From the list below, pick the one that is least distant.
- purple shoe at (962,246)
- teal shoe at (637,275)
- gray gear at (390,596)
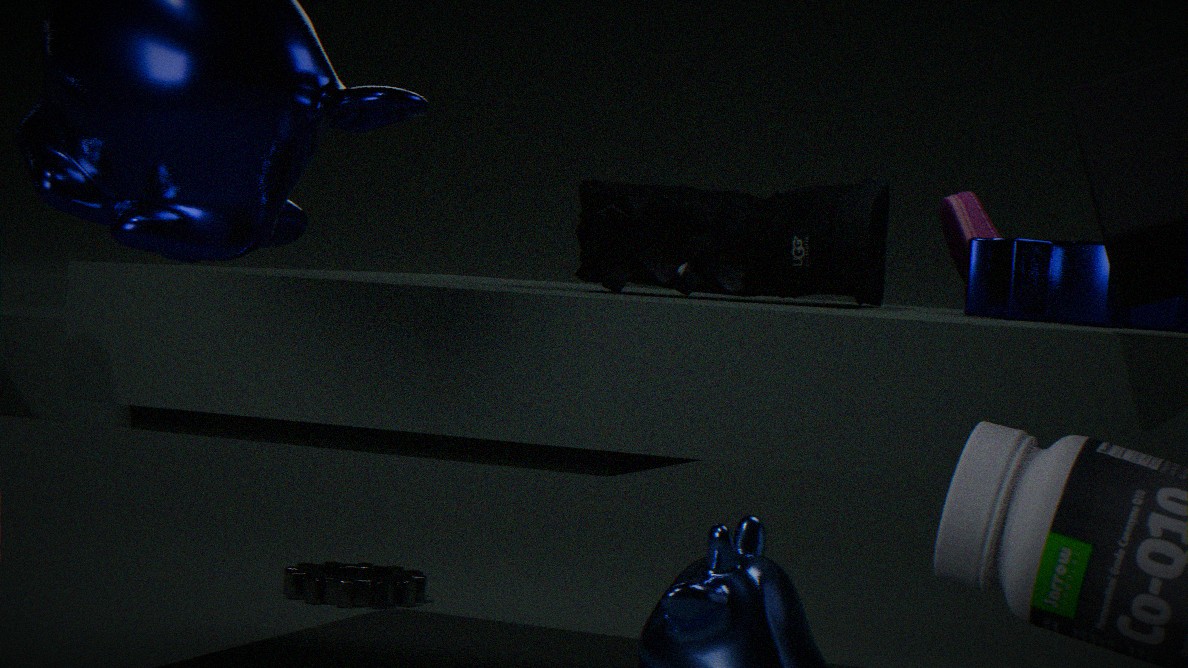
teal shoe at (637,275)
